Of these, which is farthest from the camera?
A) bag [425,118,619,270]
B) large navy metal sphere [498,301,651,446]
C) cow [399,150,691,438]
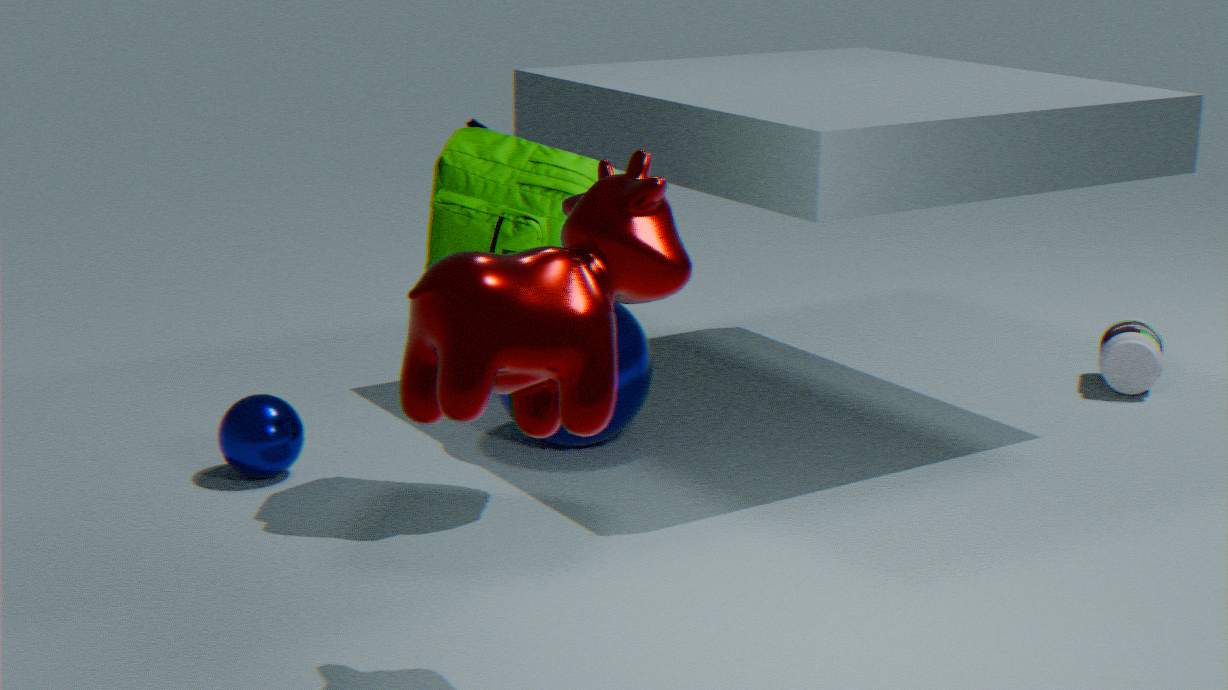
large navy metal sphere [498,301,651,446]
